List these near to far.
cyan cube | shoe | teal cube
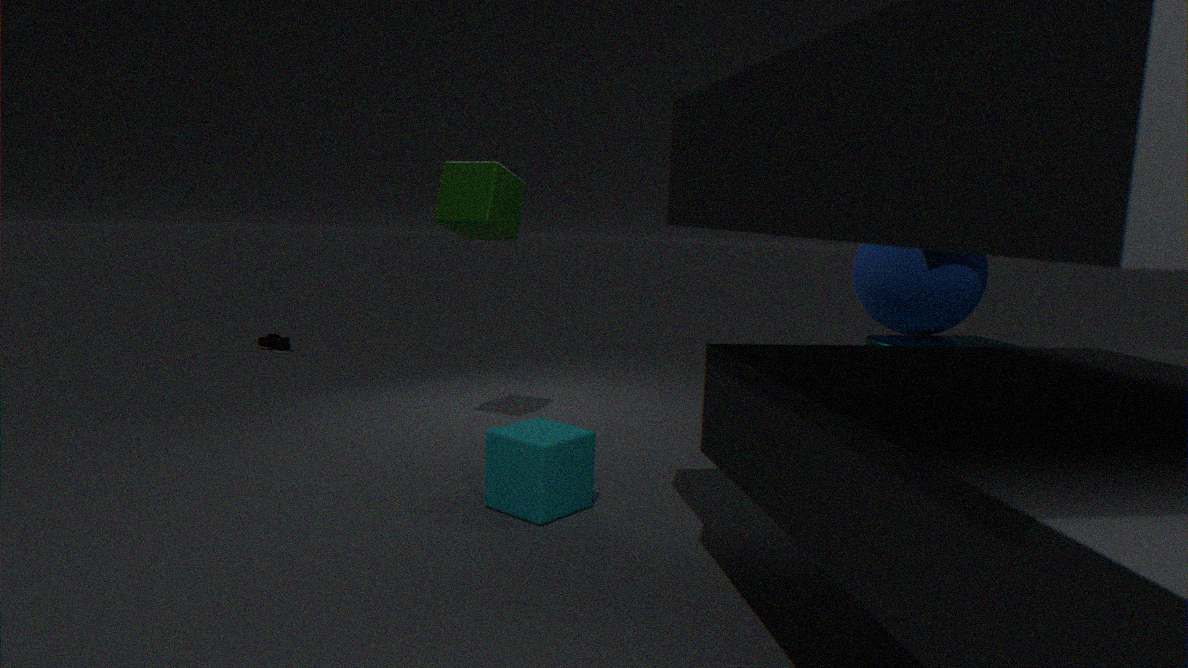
cyan cube
teal cube
shoe
